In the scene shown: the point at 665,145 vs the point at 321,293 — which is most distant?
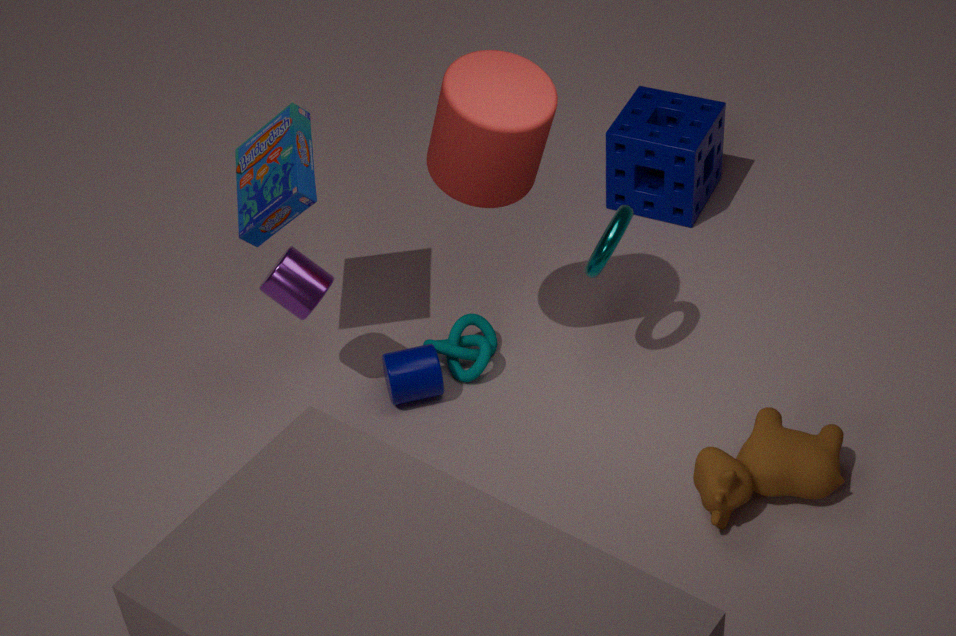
the point at 665,145
